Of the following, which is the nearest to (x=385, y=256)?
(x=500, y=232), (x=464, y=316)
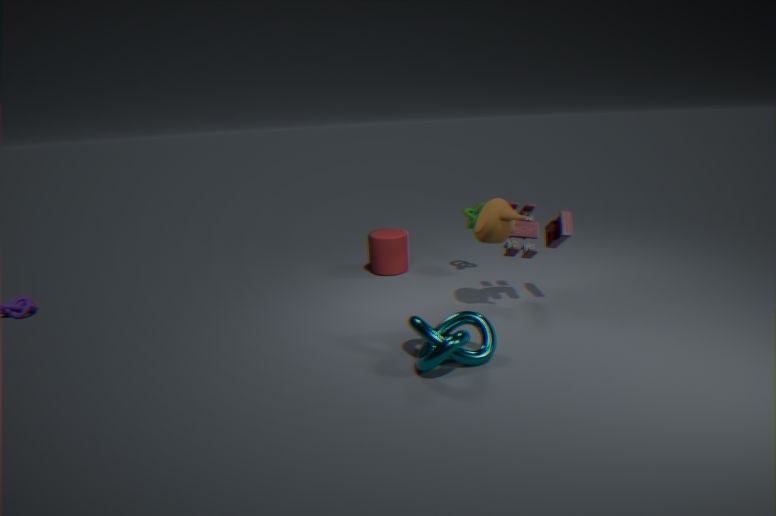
(x=500, y=232)
